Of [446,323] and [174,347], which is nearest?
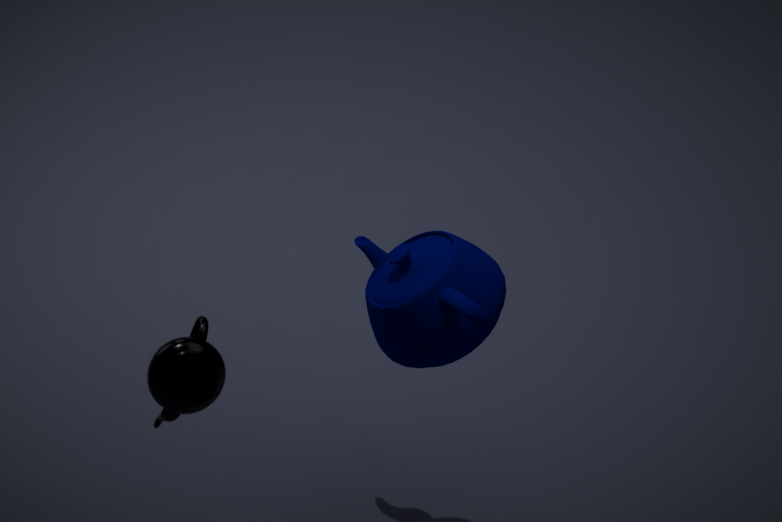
[174,347]
